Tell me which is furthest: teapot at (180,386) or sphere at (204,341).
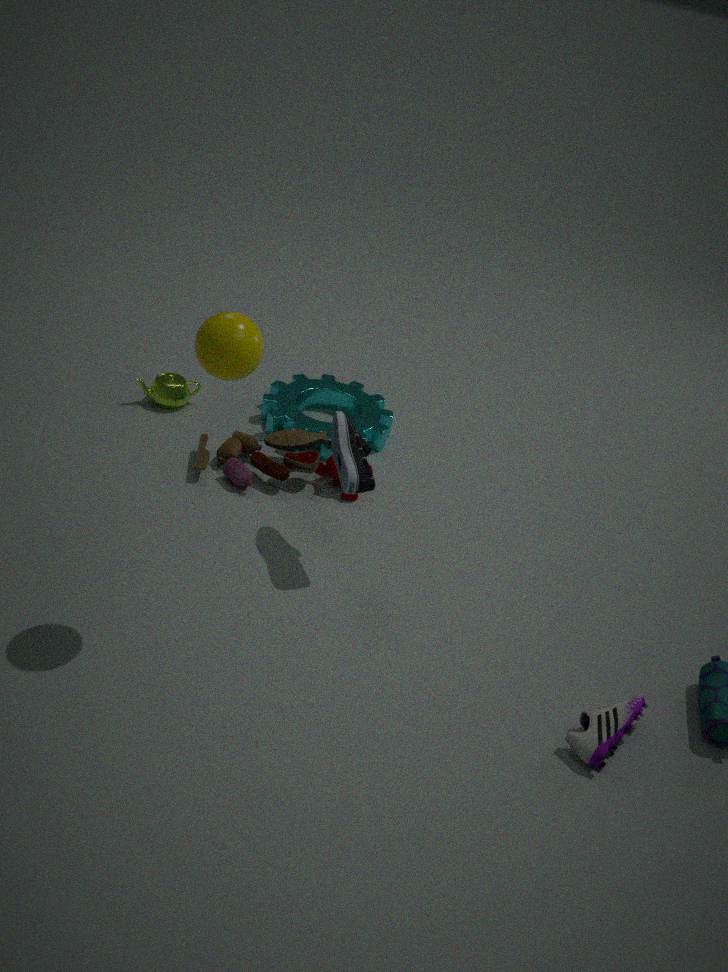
teapot at (180,386)
